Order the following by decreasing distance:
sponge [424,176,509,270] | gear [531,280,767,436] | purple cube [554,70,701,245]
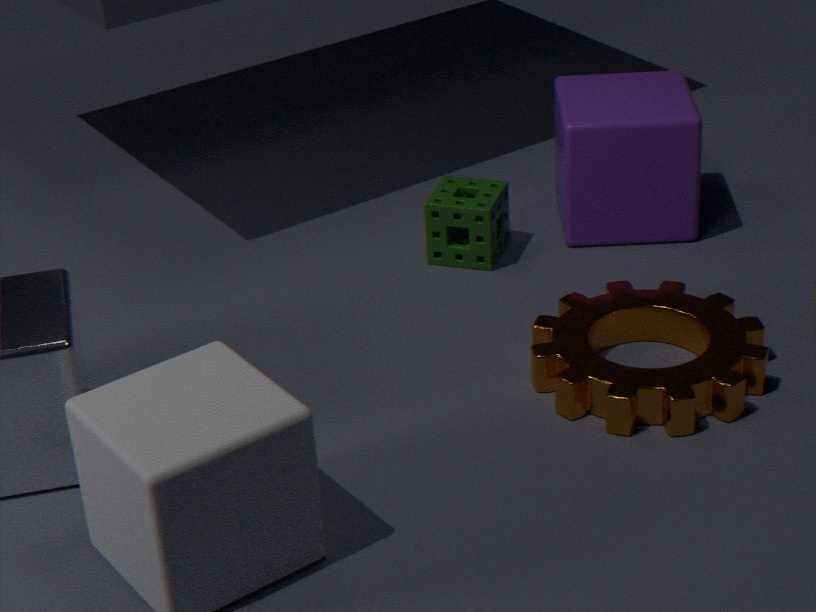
sponge [424,176,509,270]
purple cube [554,70,701,245]
gear [531,280,767,436]
